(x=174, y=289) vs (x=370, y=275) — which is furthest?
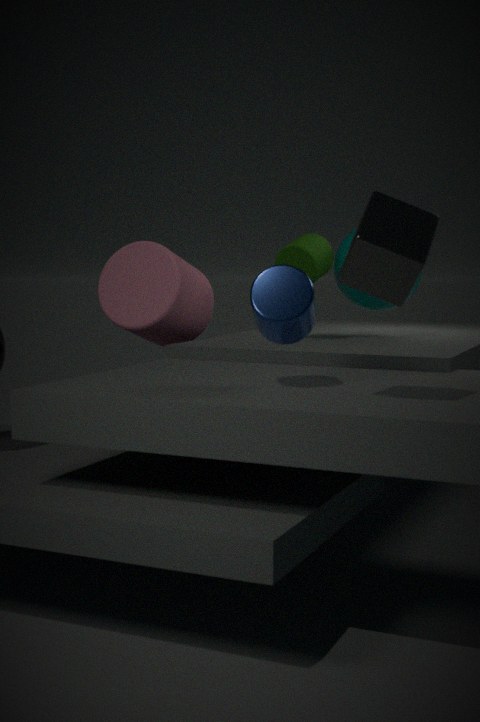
(x=174, y=289)
